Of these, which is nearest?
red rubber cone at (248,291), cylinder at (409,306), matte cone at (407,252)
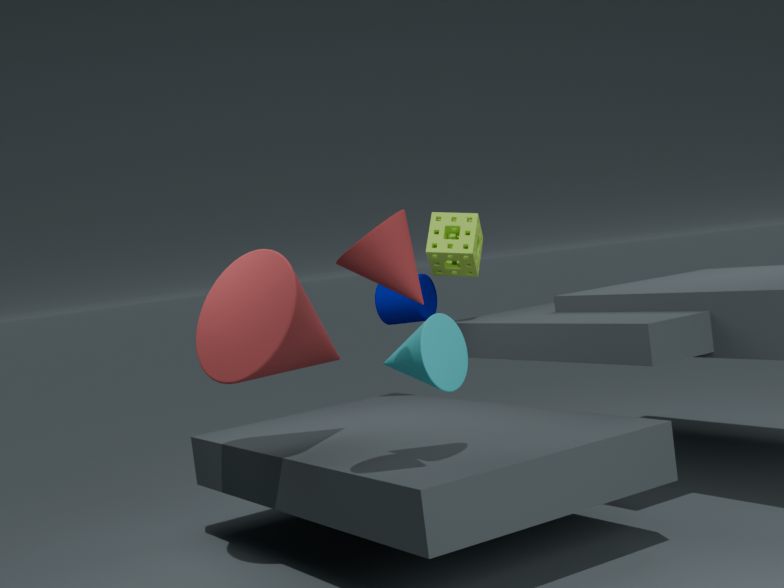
matte cone at (407,252)
